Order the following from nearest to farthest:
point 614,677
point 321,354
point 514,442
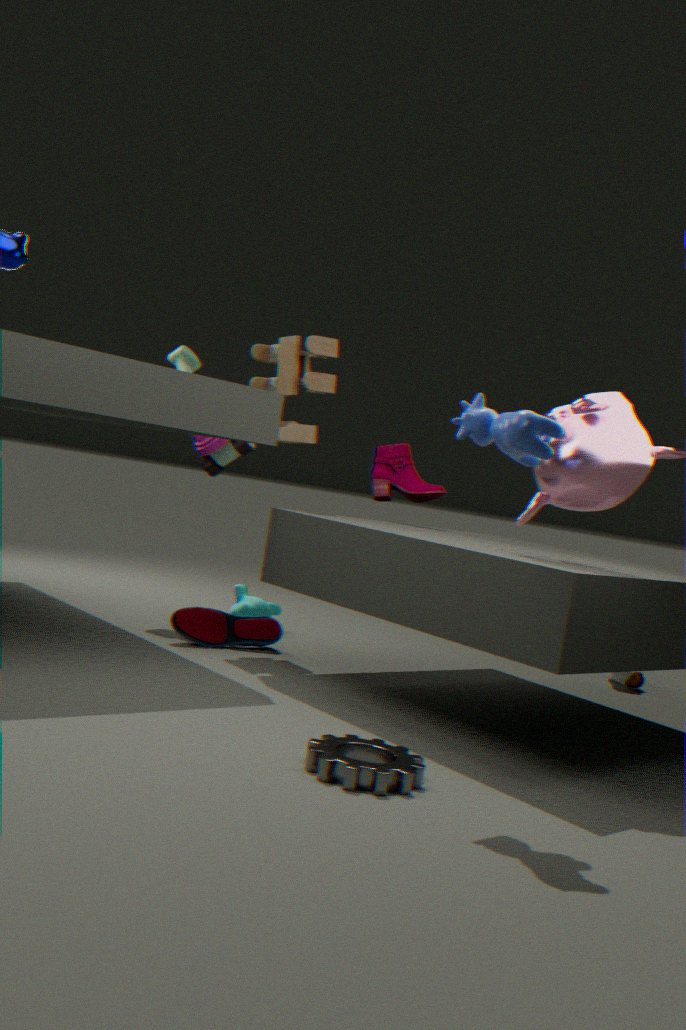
point 514,442, point 321,354, point 614,677
